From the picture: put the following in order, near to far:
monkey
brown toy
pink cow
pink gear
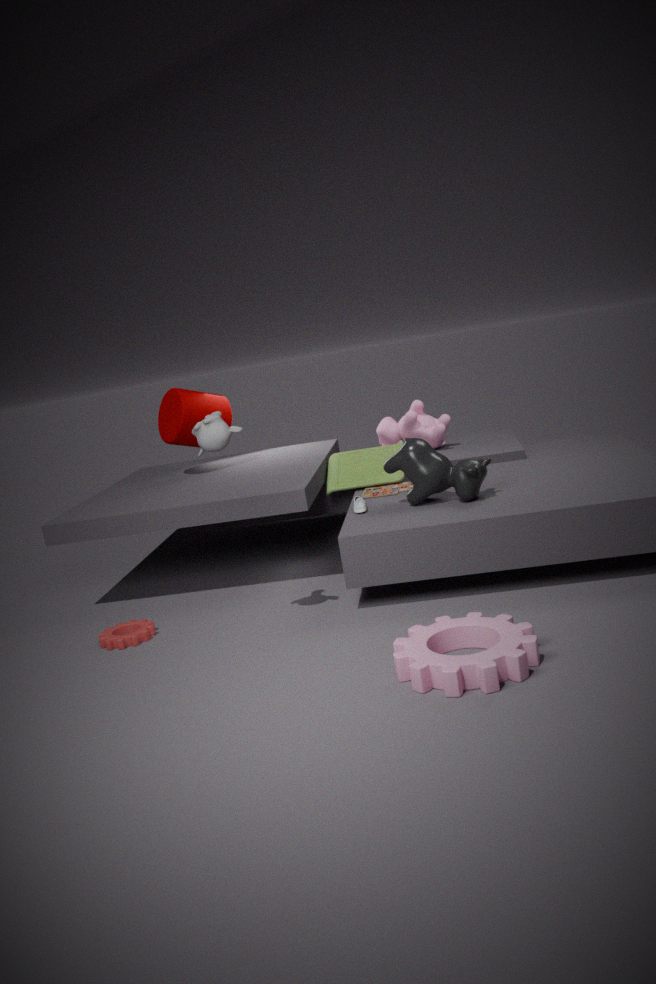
pink gear < monkey < brown toy < pink cow
